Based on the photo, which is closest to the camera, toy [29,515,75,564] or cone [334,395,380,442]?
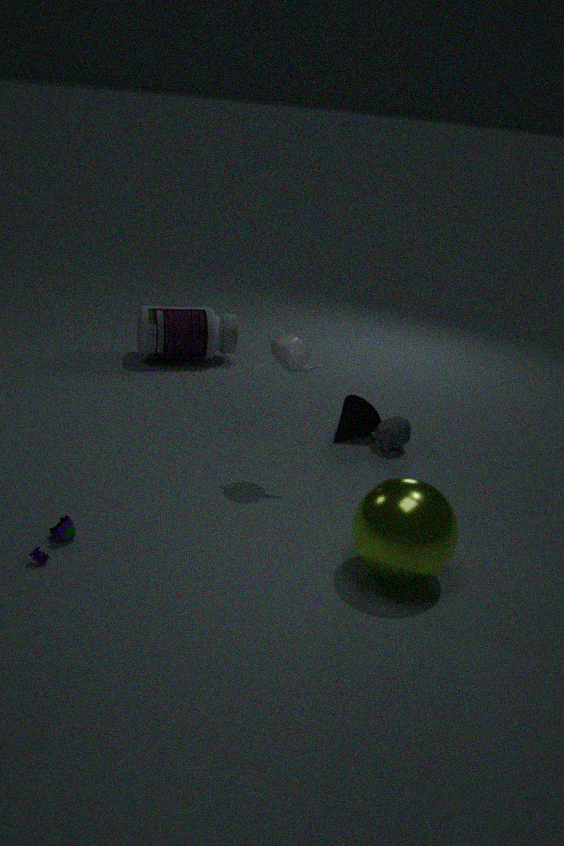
toy [29,515,75,564]
